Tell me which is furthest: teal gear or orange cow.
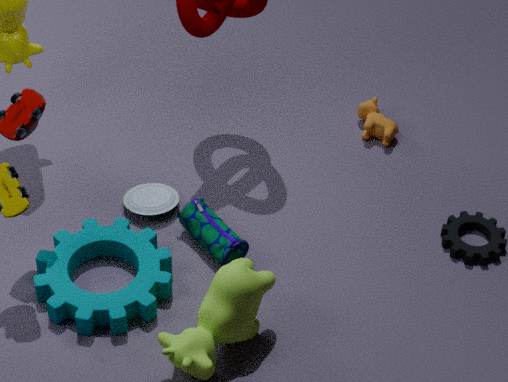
orange cow
